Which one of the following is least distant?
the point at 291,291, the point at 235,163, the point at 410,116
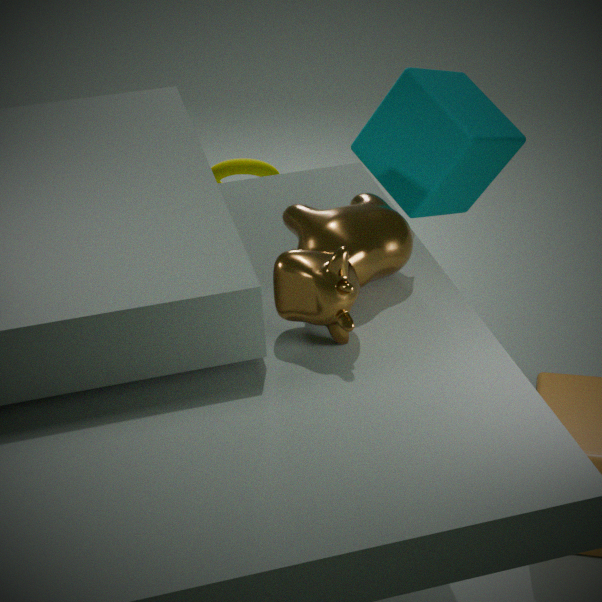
the point at 291,291
